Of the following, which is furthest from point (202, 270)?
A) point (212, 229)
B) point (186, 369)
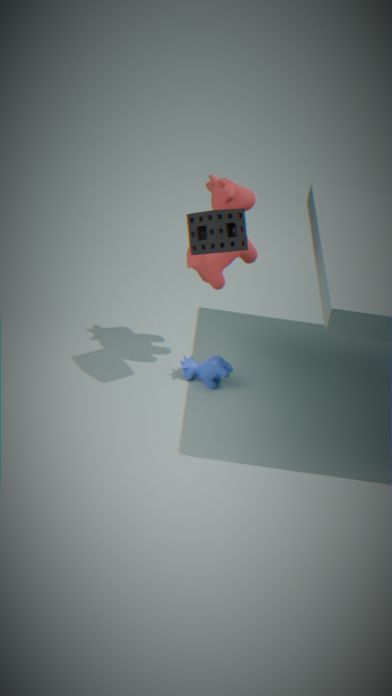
point (186, 369)
